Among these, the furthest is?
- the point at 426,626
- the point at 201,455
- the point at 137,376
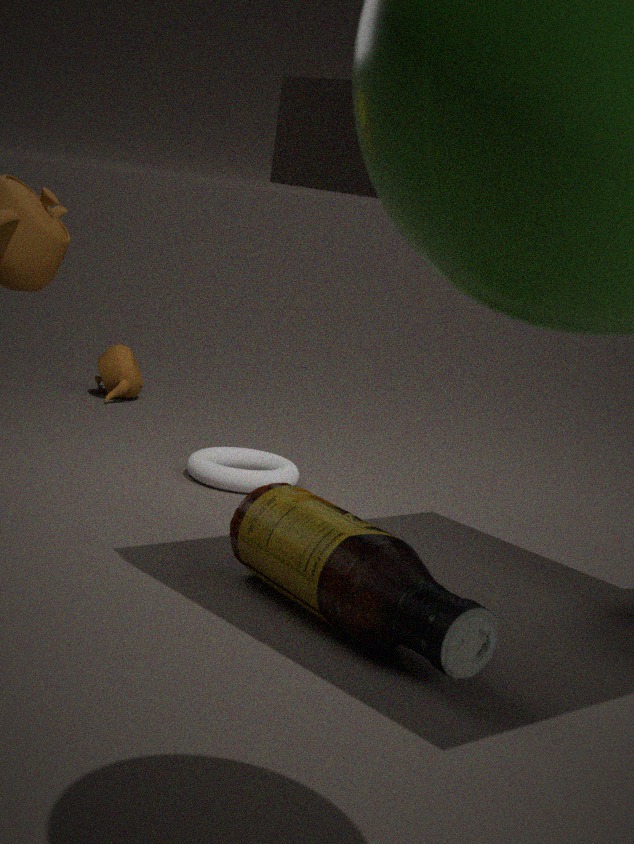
the point at 137,376
